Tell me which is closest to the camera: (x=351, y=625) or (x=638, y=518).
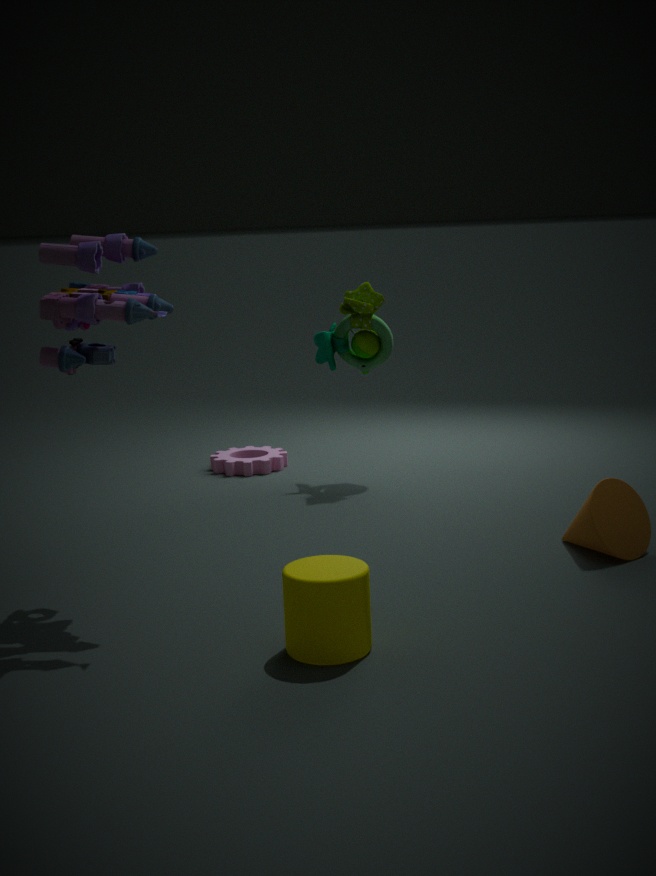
(x=351, y=625)
